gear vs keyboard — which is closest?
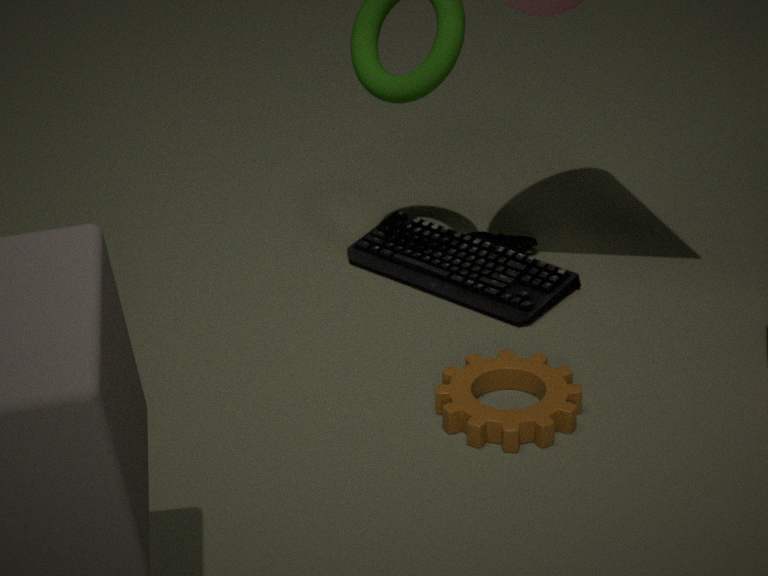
gear
